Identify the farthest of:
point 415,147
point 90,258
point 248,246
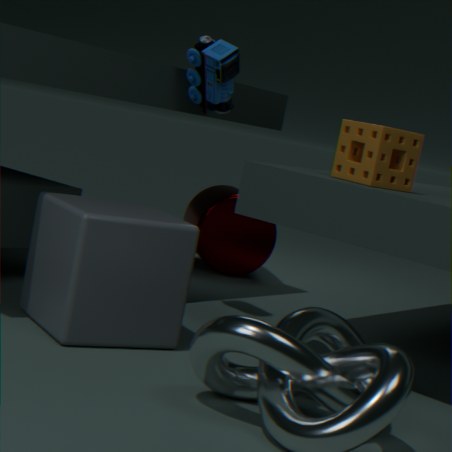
point 248,246
